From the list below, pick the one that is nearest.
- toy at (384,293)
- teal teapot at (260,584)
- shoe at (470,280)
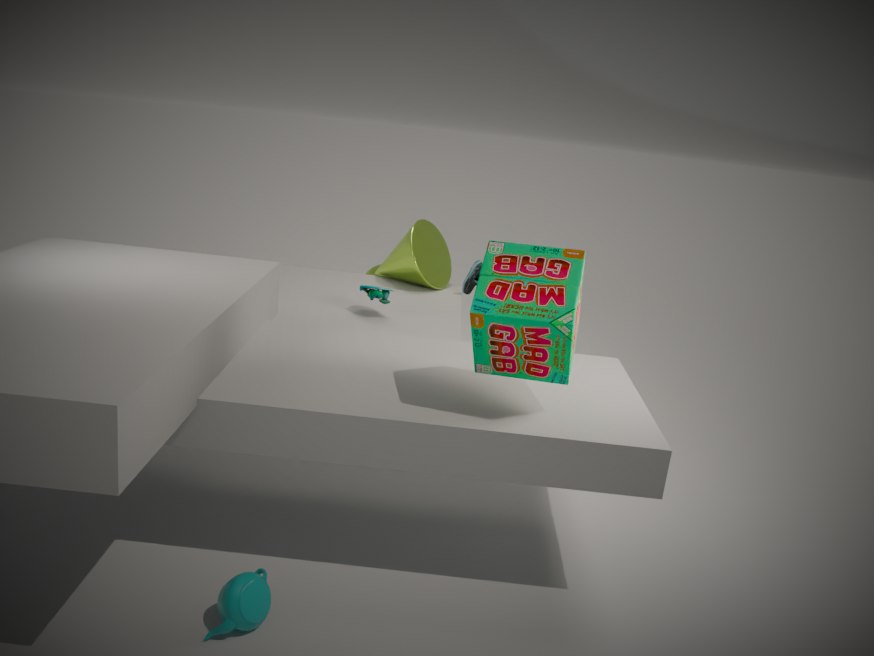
teal teapot at (260,584)
